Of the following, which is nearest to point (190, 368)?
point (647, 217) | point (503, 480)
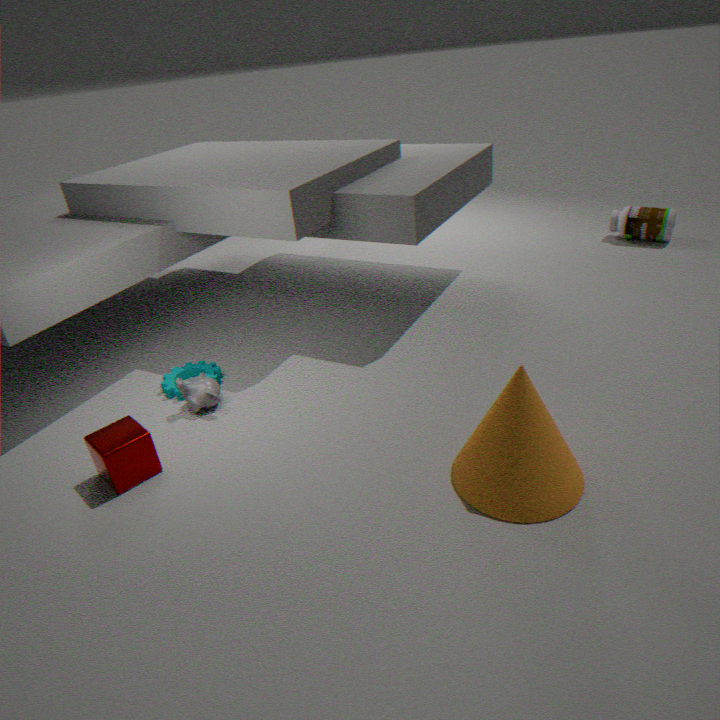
point (503, 480)
